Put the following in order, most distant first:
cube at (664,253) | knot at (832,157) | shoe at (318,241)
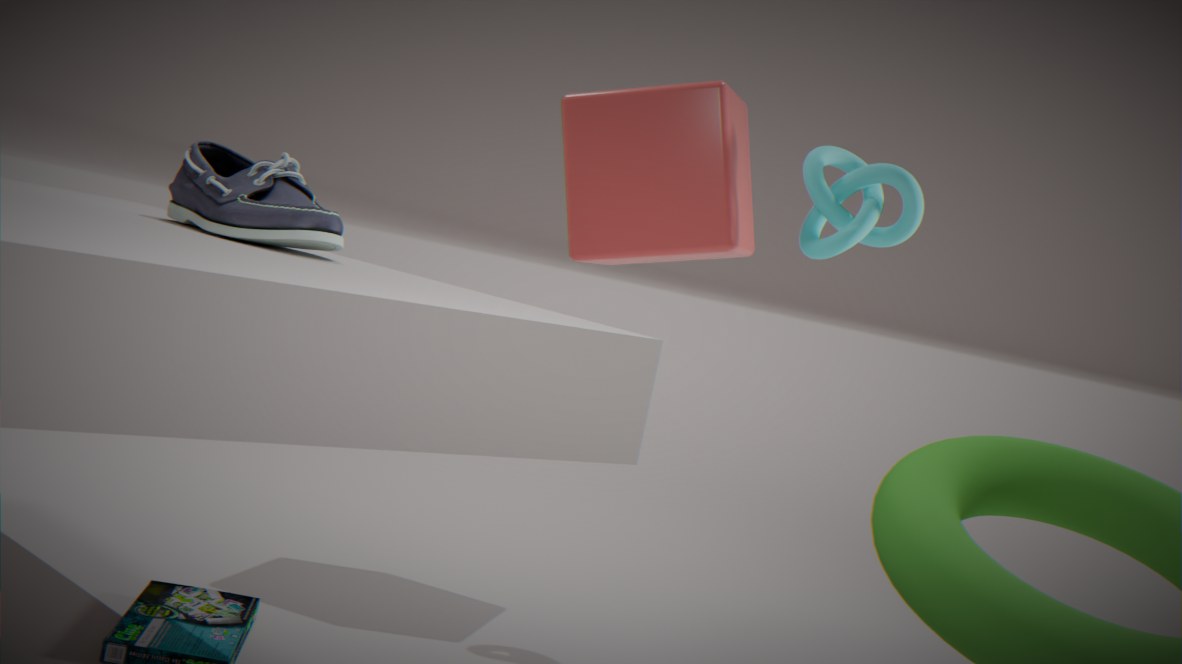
cube at (664,253) → knot at (832,157) → shoe at (318,241)
